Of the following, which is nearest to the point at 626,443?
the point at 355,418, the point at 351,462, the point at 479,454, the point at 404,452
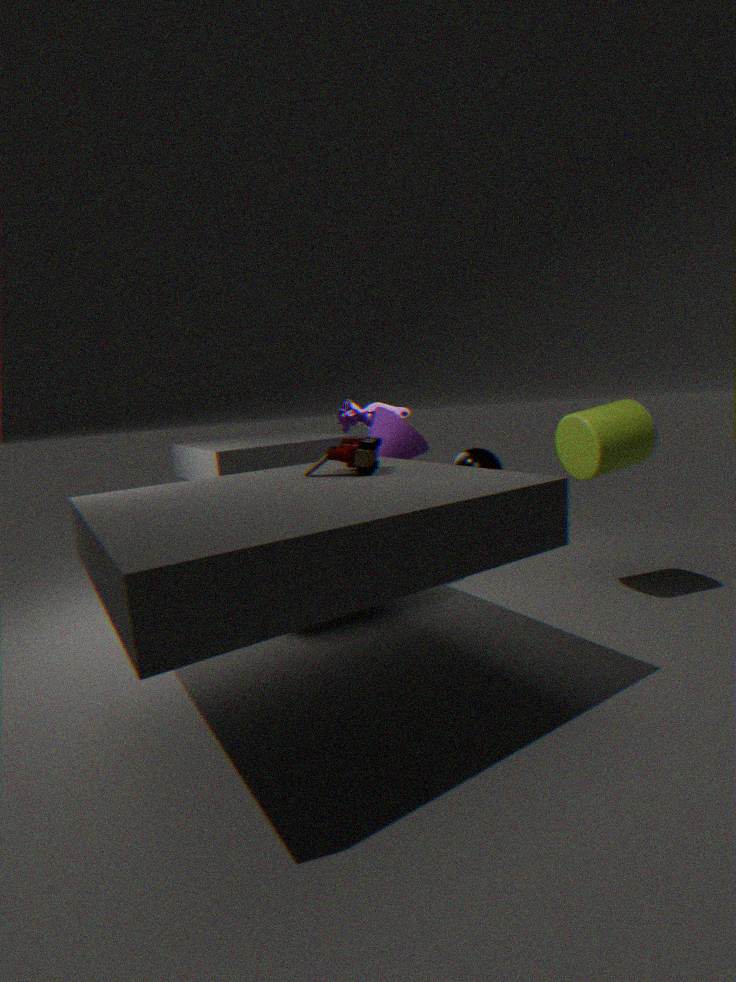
the point at 479,454
